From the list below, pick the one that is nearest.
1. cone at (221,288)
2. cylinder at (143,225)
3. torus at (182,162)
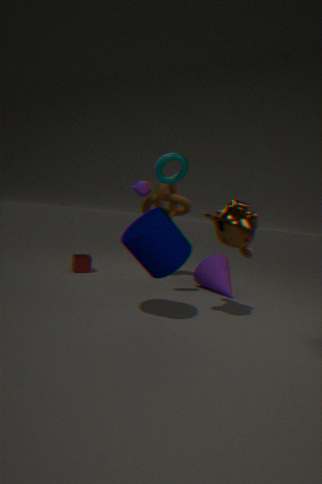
cylinder at (143,225)
